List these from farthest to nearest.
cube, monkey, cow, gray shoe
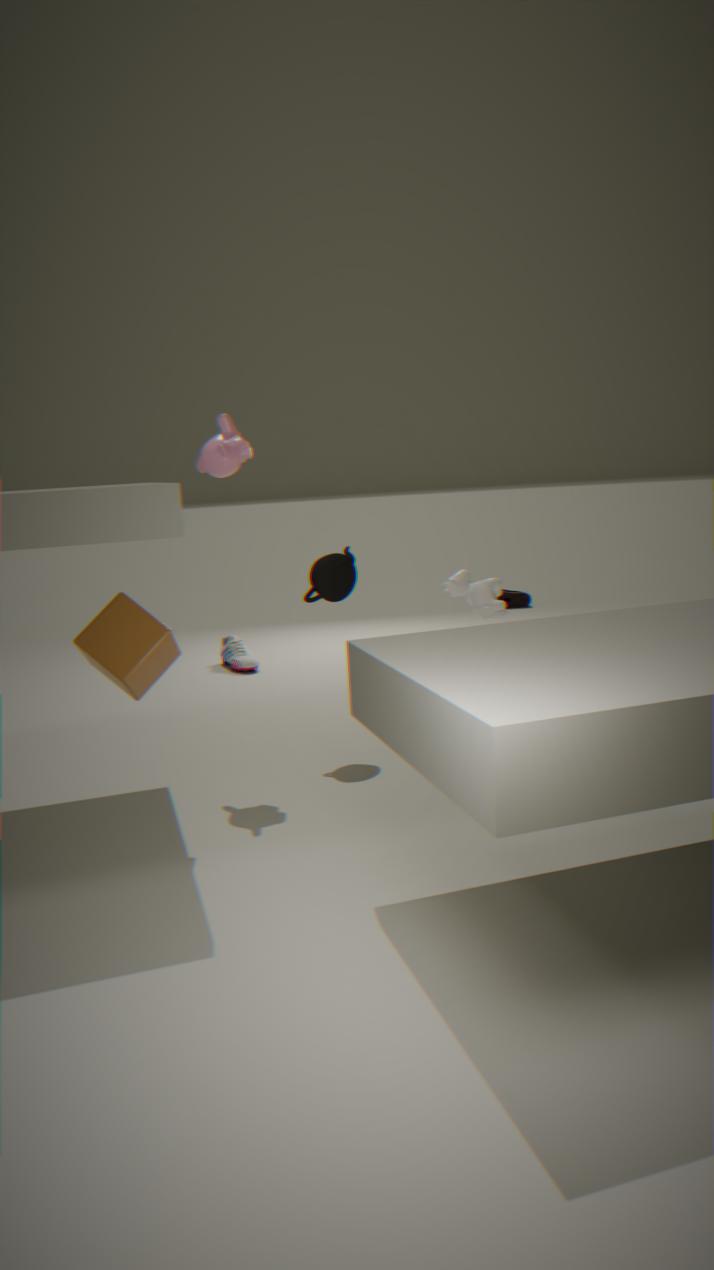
gray shoe, cow, monkey, cube
